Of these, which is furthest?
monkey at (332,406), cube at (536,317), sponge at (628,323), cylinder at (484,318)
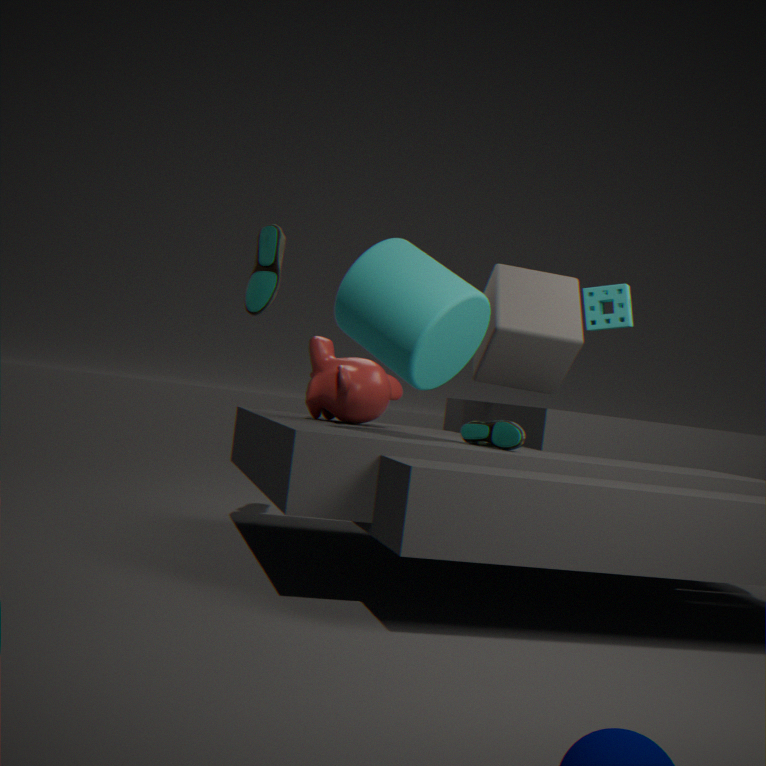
sponge at (628,323)
